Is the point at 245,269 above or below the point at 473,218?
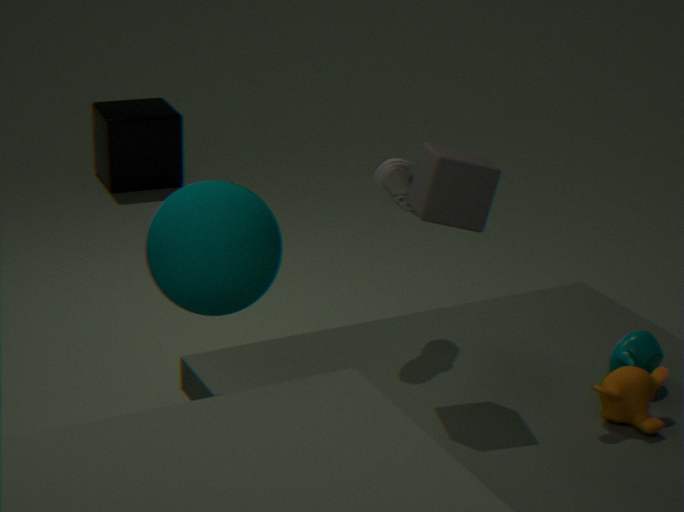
below
